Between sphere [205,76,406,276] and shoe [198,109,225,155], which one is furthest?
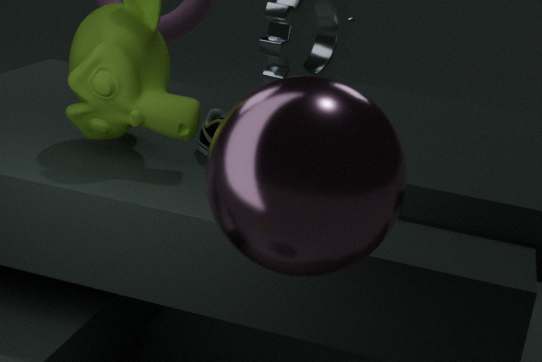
shoe [198,109,225,155]
